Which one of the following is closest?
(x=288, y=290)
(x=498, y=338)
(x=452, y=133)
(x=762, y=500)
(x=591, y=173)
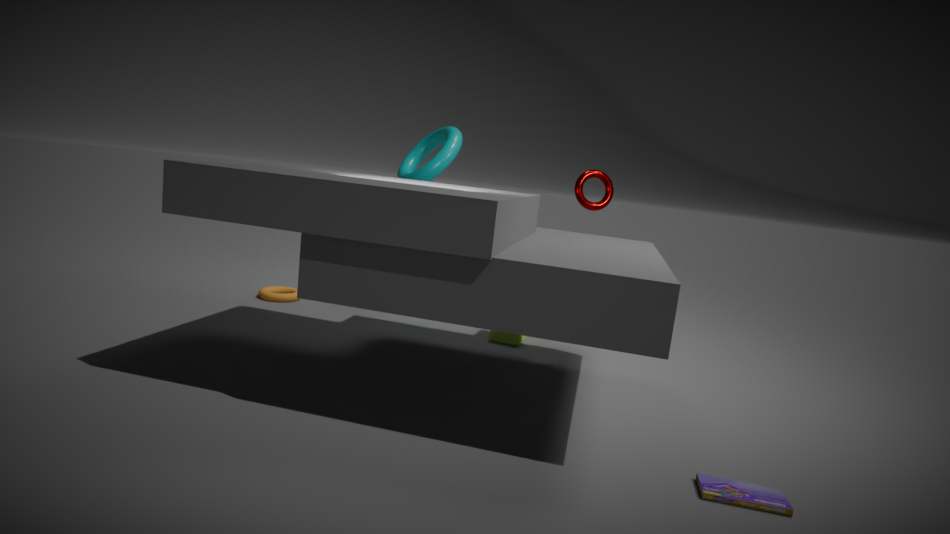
(x=762, y=500)
